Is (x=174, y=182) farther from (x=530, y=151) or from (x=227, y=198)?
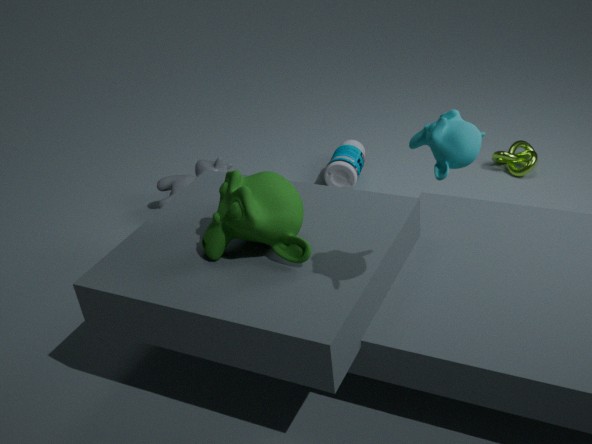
(x=530, y=151)
